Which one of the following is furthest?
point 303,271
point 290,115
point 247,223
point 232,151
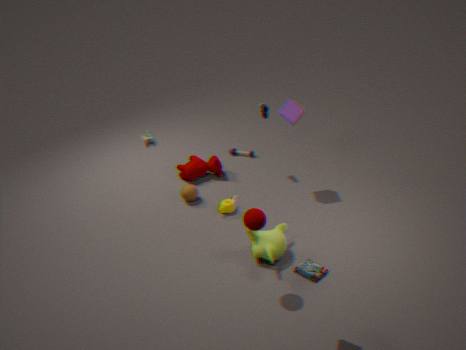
point 232,151
